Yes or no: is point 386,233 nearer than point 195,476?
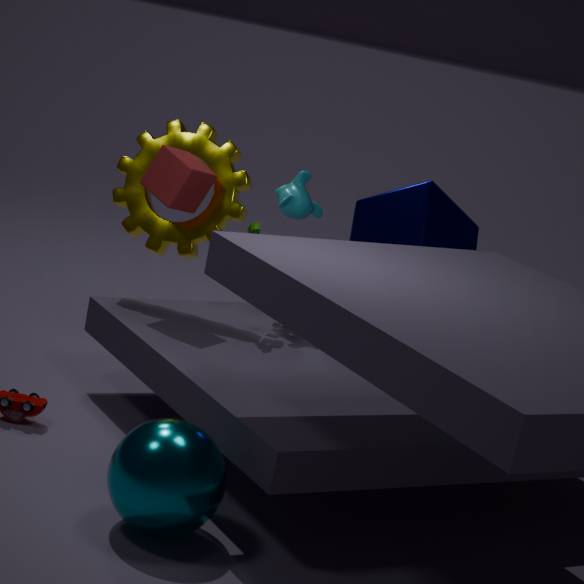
No
